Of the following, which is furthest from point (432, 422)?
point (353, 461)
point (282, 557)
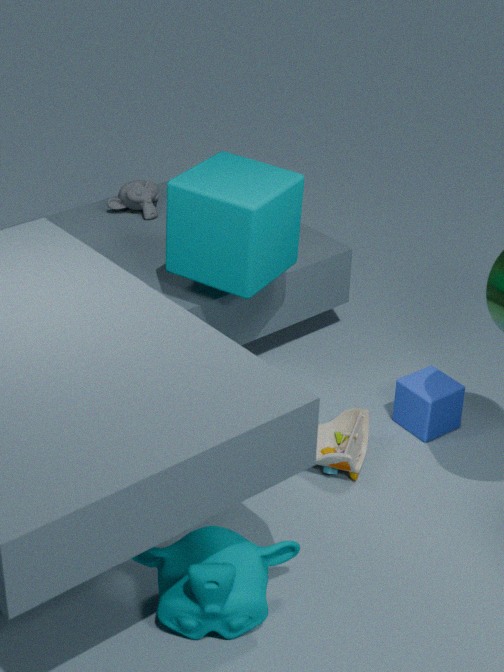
point (282, 557)
